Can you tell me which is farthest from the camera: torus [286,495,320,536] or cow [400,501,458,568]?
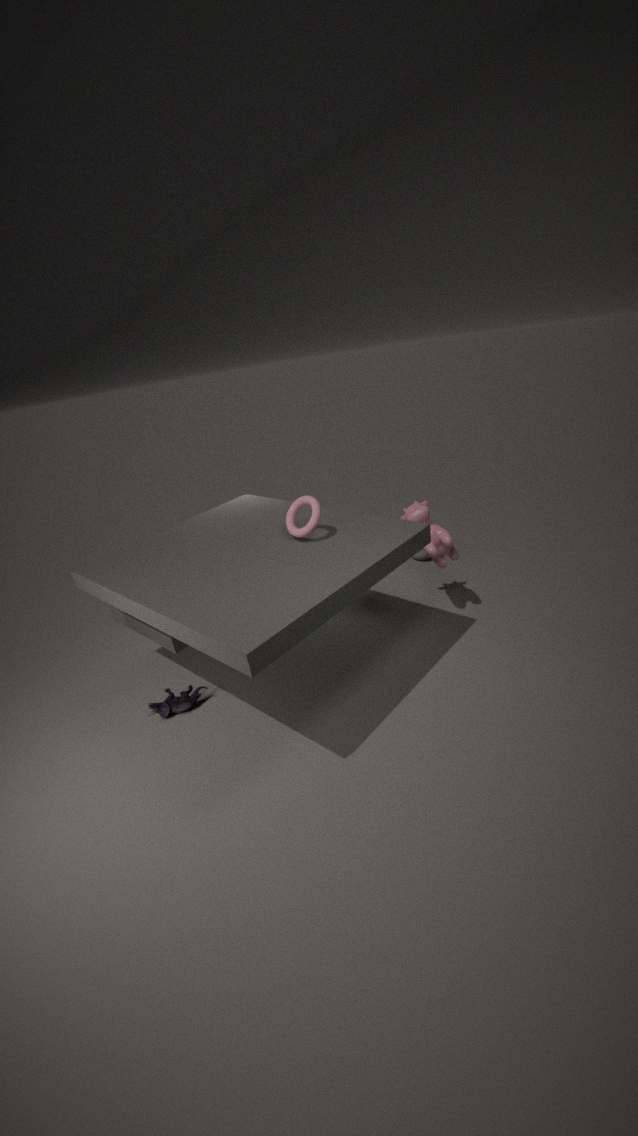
cow [400,501,458,568]
